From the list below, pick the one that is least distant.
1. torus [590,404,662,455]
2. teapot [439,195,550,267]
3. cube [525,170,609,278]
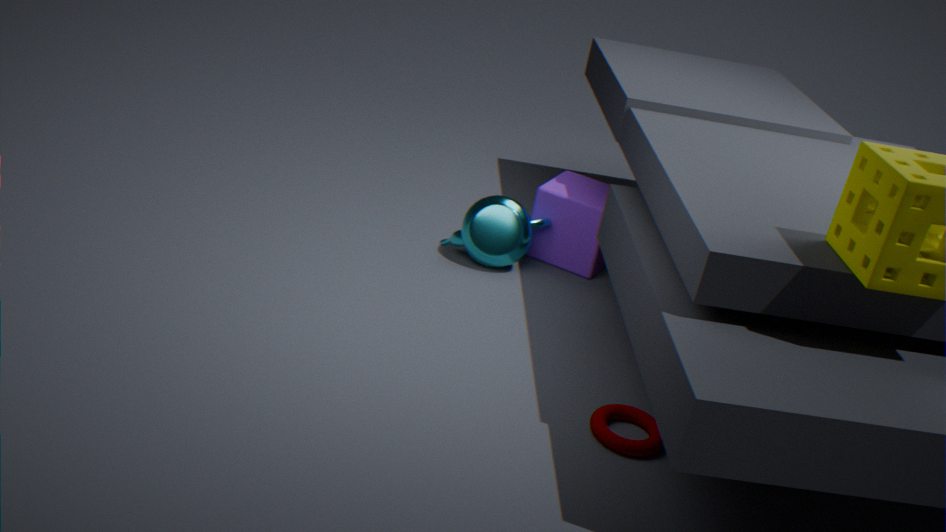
torus [590,404,662,455]
